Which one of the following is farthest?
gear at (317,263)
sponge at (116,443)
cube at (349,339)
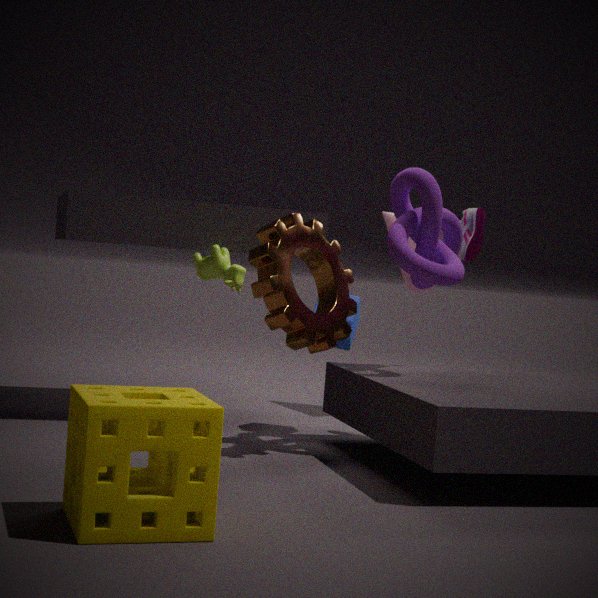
cube at (349,339)
